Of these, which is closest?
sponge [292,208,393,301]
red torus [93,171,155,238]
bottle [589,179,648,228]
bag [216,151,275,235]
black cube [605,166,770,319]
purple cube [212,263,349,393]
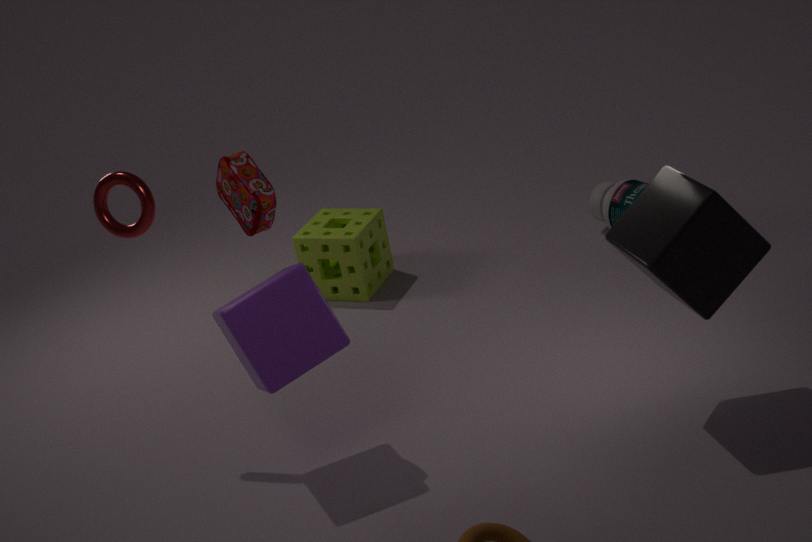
black cube [605,166,770,319]
